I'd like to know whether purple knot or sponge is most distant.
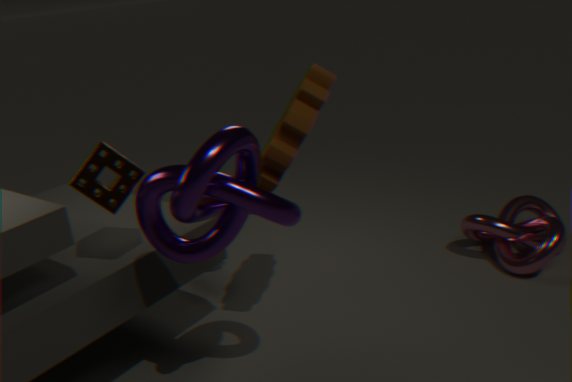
sponge
